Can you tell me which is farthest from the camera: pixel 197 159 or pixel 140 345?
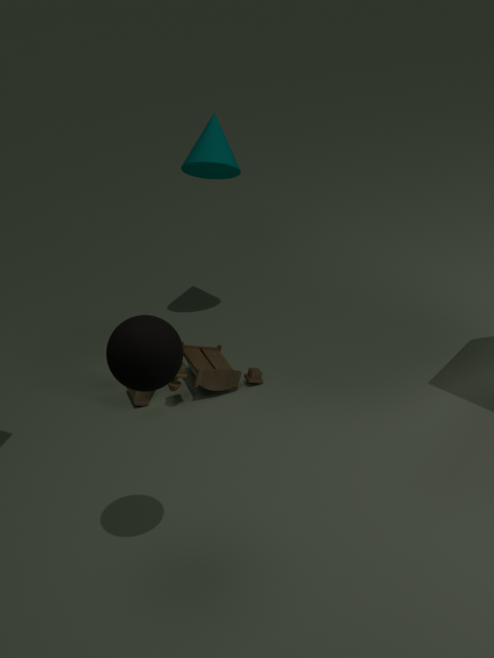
pixel 197 159
